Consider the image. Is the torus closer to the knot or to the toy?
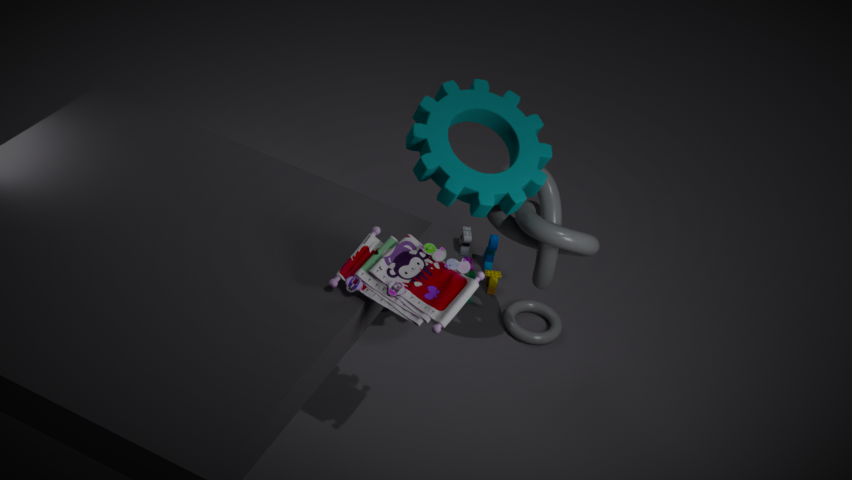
the knot
